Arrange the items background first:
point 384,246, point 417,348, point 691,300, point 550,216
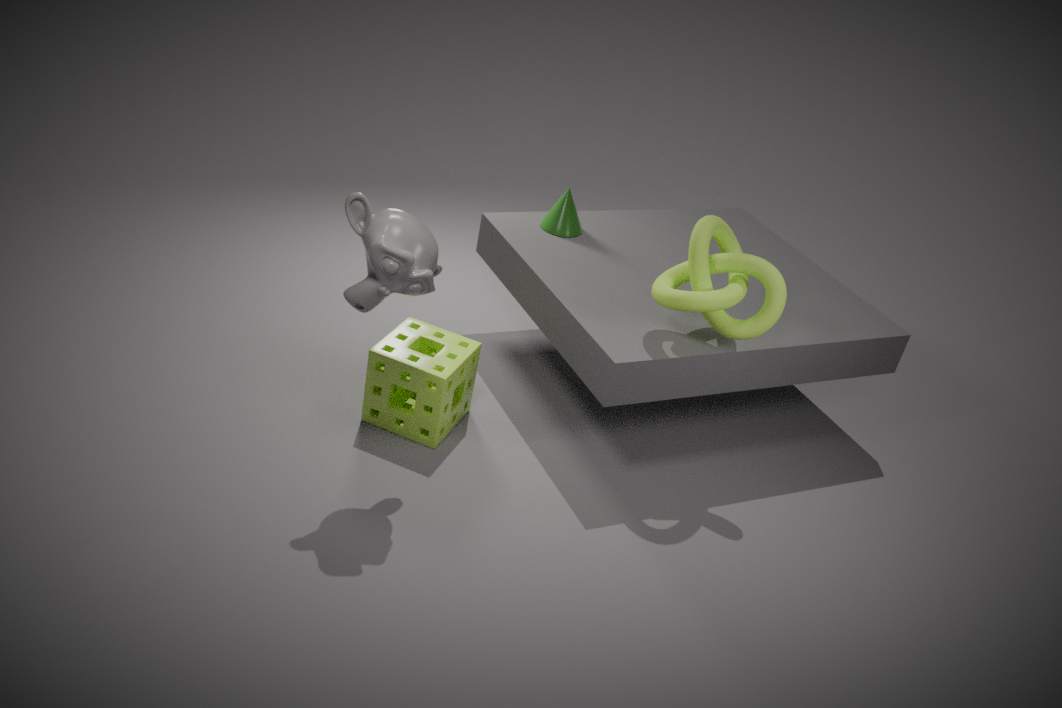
point 550,216 < point 417,348 < point 691,300 < point 384,246
